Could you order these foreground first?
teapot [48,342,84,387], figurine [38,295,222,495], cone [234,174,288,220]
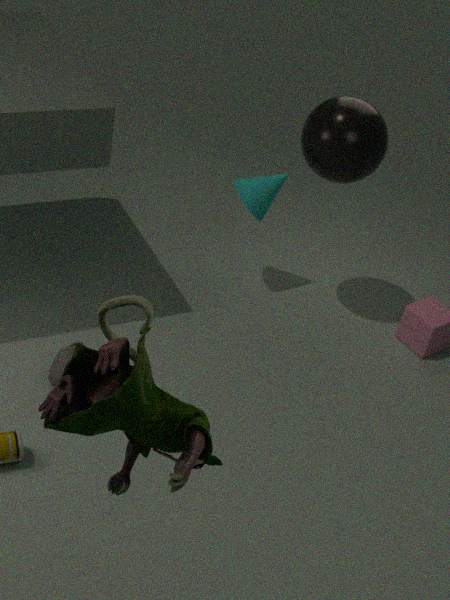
1. figurine [38,295,222,495]
2. teapot [48,342,84,387]
3. cone [234,174,288,220]
